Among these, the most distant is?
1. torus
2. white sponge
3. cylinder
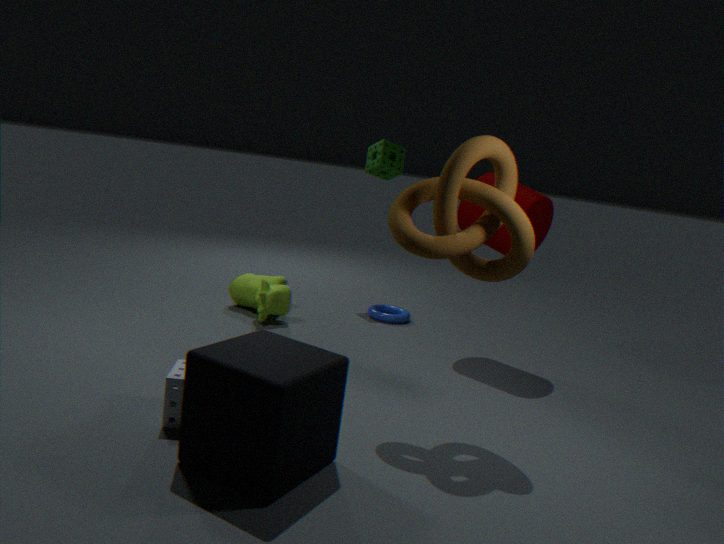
torus
